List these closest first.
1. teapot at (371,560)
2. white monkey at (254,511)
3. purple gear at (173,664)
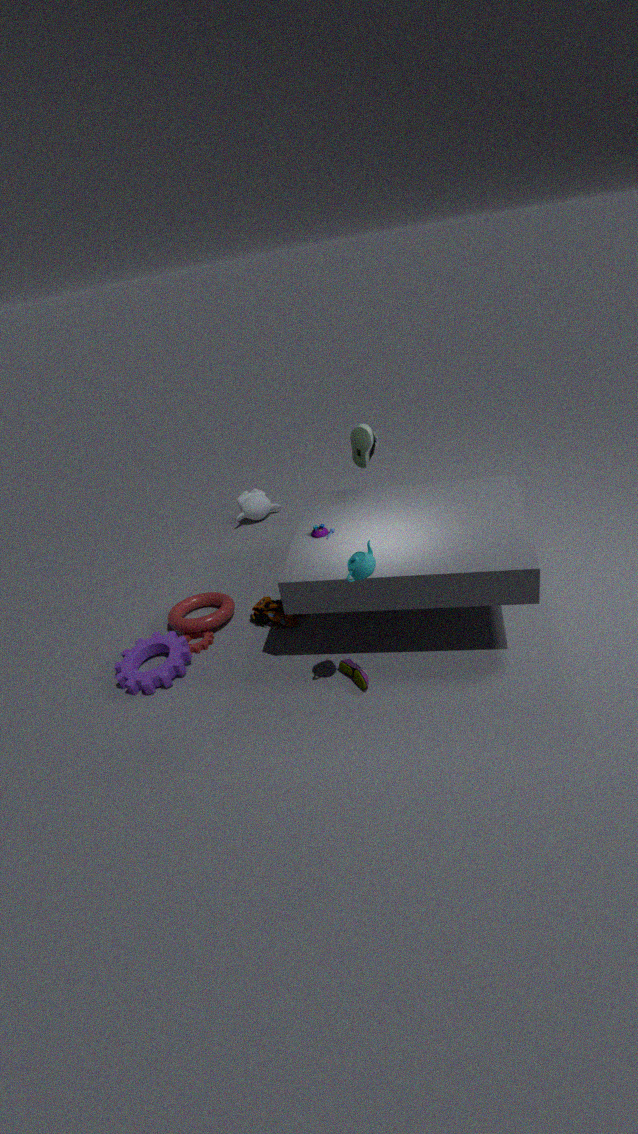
1. teapot at (371,560)
2. purple gear at (173,664)
3. white monkey at (254,511)
